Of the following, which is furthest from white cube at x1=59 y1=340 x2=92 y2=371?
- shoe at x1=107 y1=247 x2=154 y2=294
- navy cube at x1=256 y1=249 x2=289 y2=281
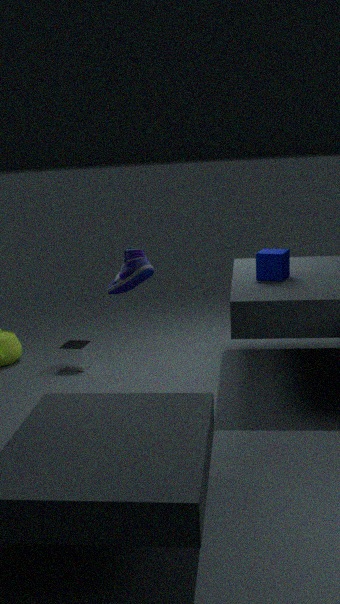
navy cube at x1=256 y1=249 x2=289 y2=281
